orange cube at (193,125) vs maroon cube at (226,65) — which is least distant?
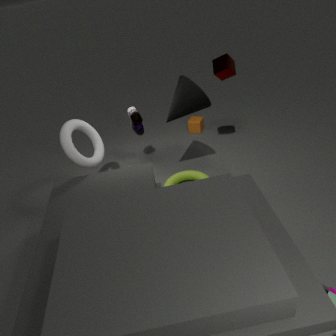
maroon cube at (226,65)
